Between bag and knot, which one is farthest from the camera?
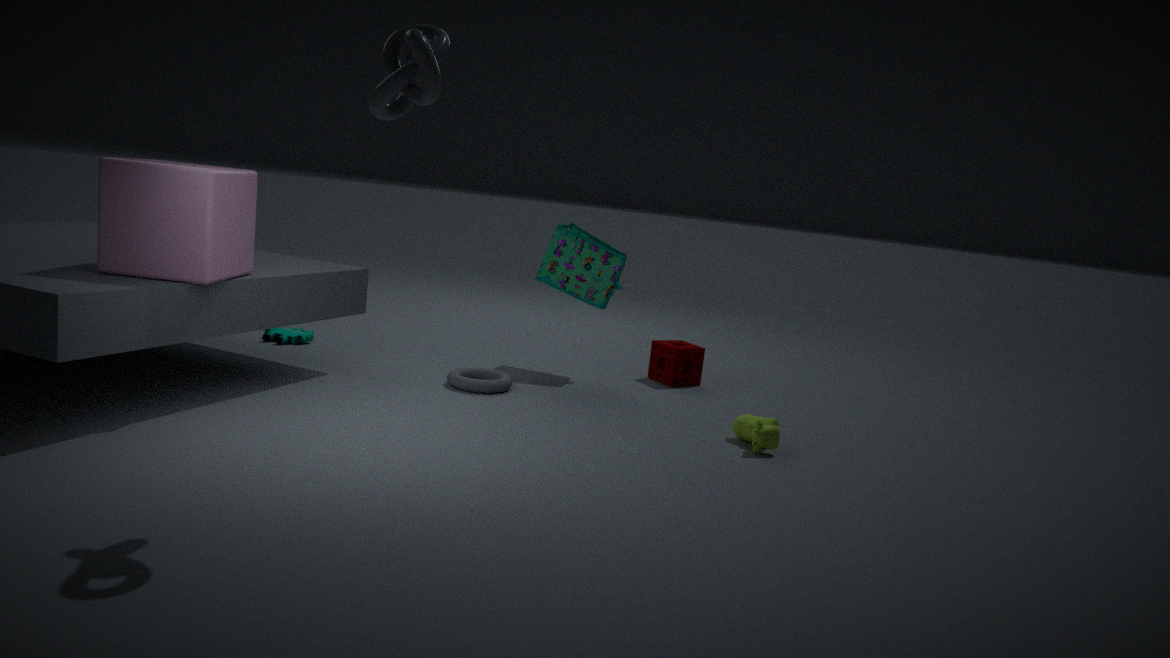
bag
